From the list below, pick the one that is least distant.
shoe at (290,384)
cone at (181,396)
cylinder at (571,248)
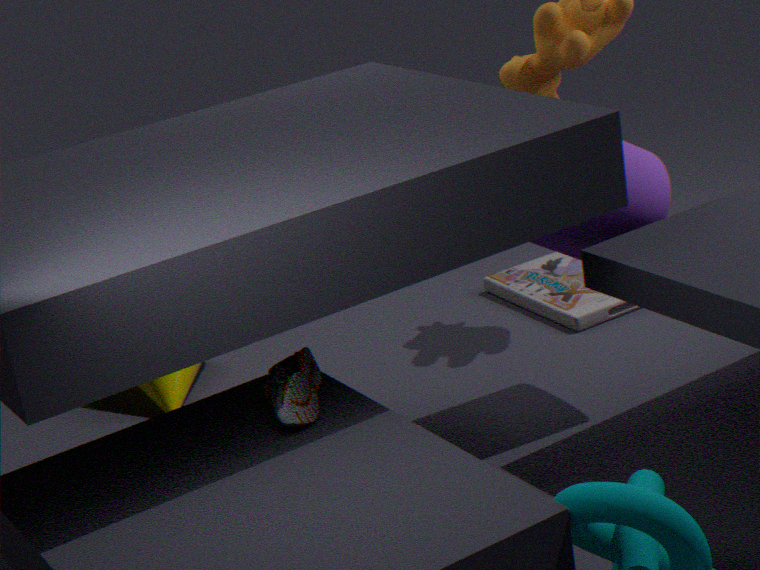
shoe at (290,384)
